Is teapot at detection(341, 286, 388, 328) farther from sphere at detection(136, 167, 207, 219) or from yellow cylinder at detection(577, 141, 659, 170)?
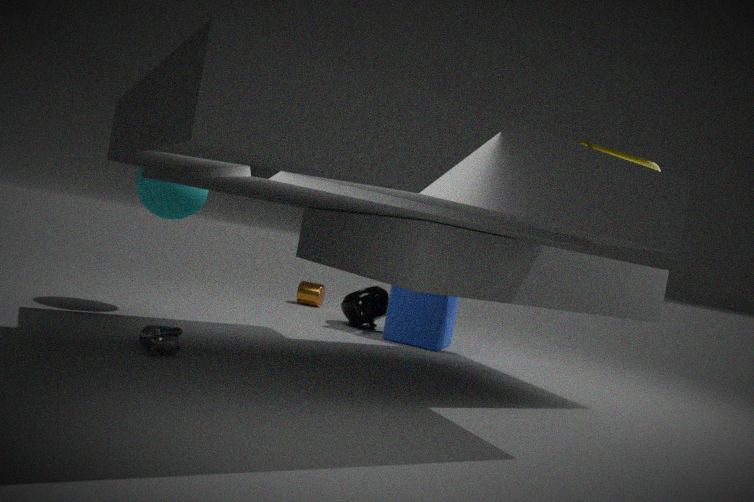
yellow cylinder at detection(577, 141, 659, 170)
